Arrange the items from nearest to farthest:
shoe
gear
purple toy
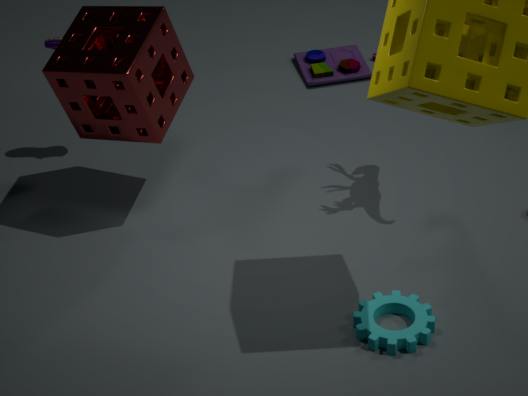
gear, shoe, purple toy
